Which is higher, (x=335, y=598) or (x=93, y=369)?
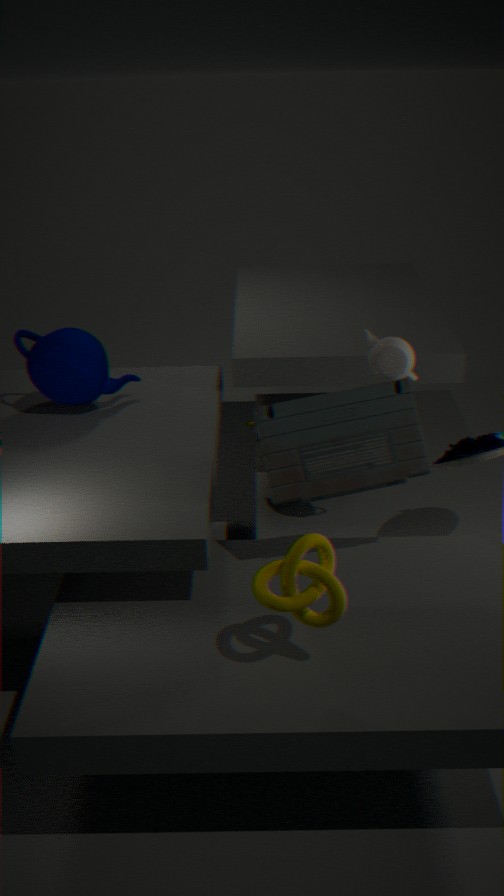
(x=93, y=369)
